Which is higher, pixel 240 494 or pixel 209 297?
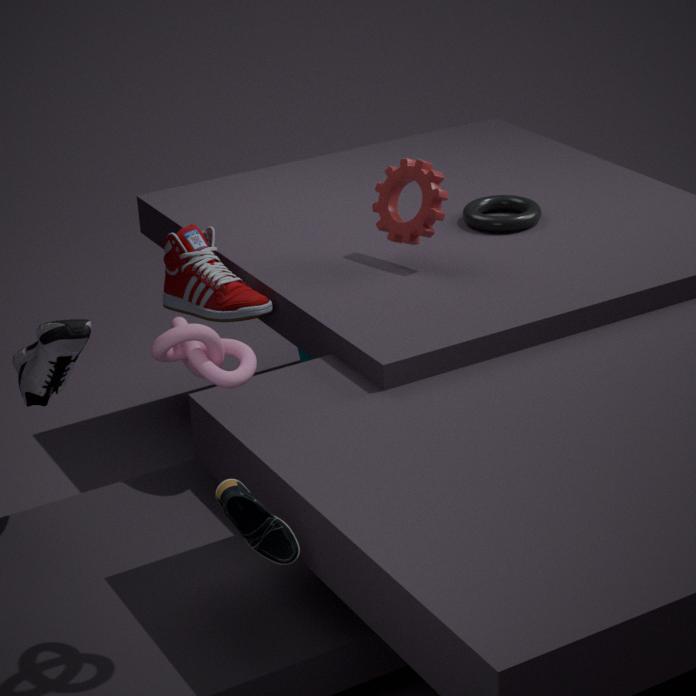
pixel 209 297
